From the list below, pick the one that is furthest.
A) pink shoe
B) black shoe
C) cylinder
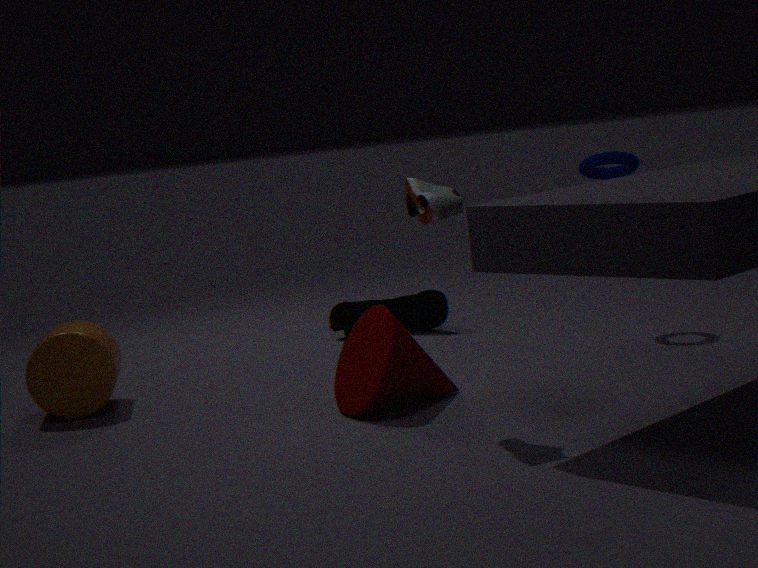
B. black shoe
